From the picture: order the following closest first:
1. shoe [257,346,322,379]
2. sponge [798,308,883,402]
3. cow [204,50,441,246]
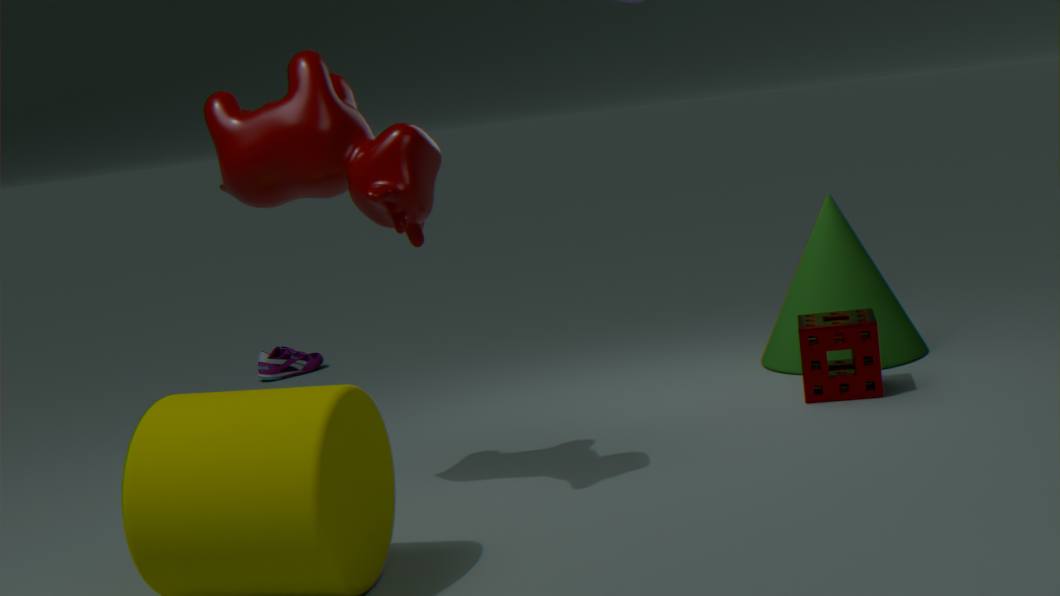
cow [204,50,441,246]
sponge [798,308,883,402]
shoe [257,346,322,379]
